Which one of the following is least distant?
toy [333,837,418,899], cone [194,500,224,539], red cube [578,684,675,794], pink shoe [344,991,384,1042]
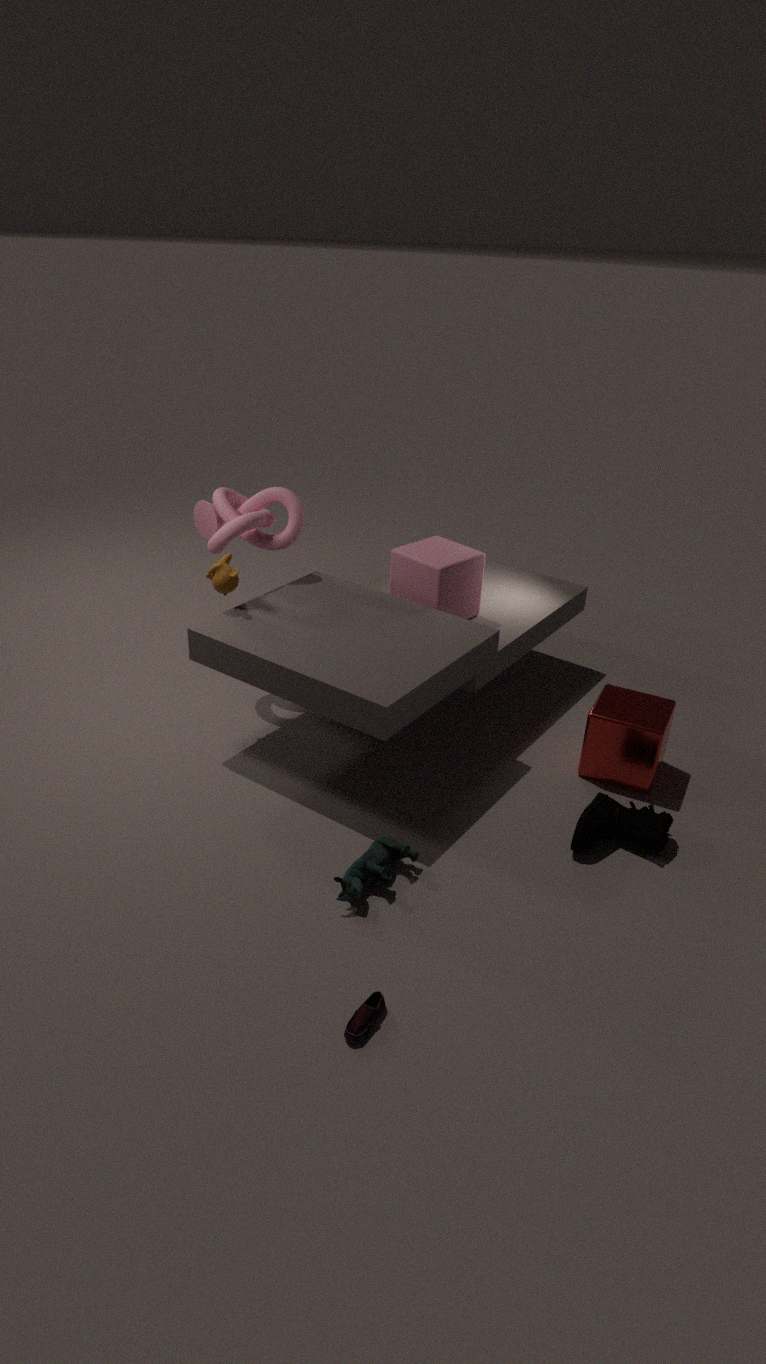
pink shoe [344,991,384,1042]
